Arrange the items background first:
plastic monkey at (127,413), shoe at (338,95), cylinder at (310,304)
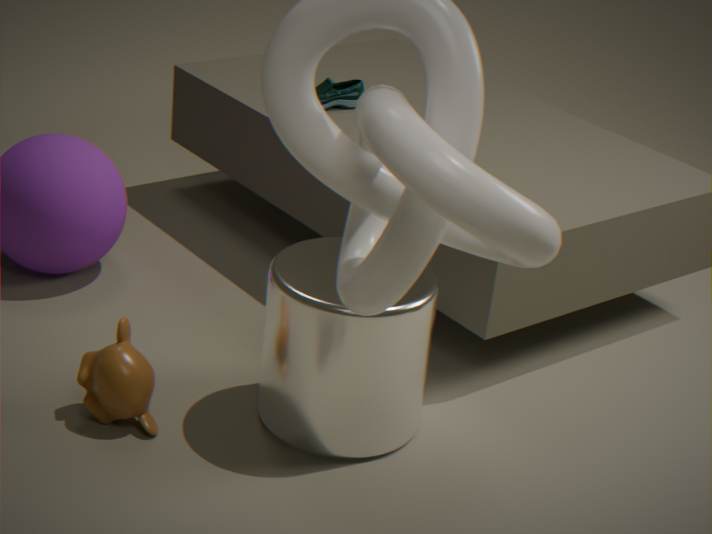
shoe at (338,95) < plastic monkey at (127,413) < cylinder at (310,304)
